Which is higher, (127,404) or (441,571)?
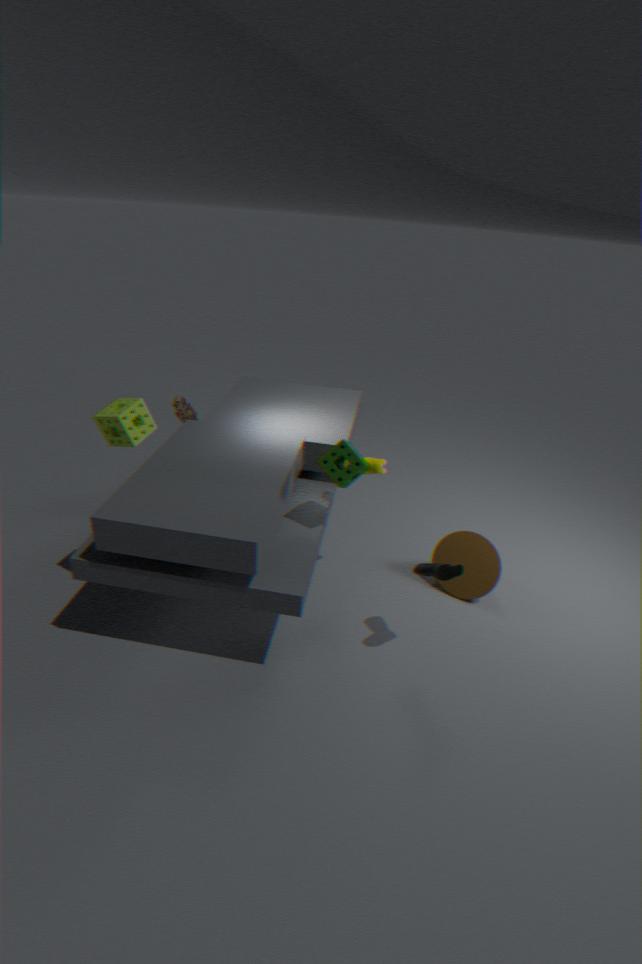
(127,404)
